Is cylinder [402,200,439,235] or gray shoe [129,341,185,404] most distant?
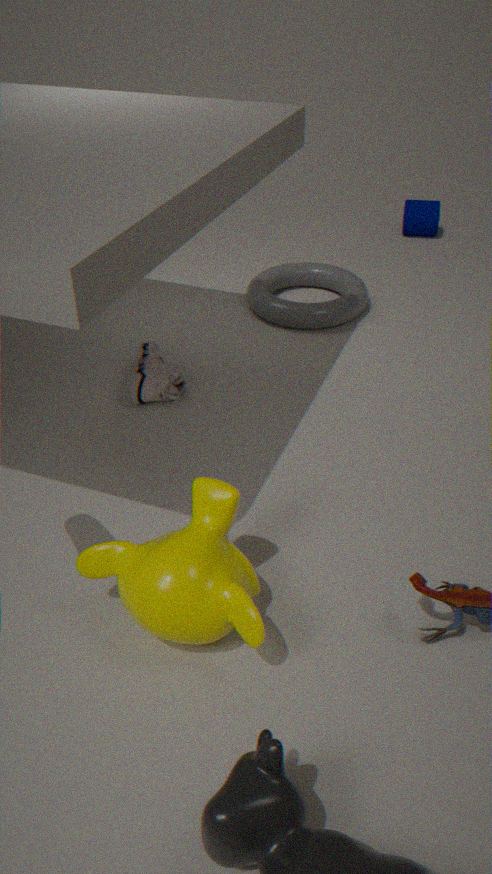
cylinder [402,200,439,235]
